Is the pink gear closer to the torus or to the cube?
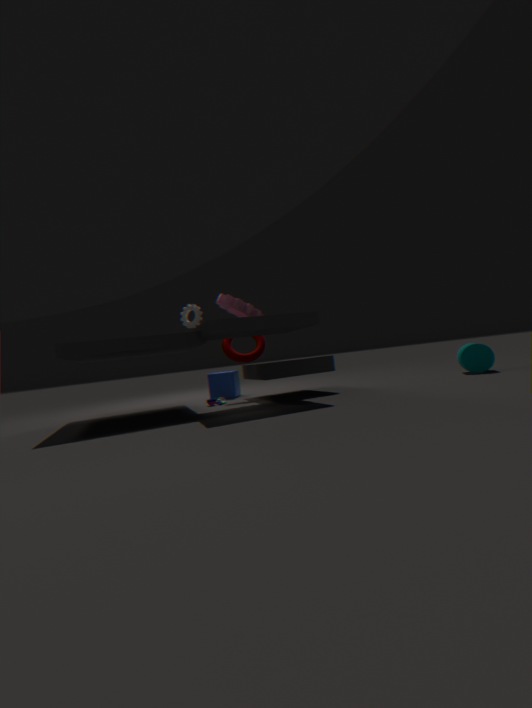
the torus
